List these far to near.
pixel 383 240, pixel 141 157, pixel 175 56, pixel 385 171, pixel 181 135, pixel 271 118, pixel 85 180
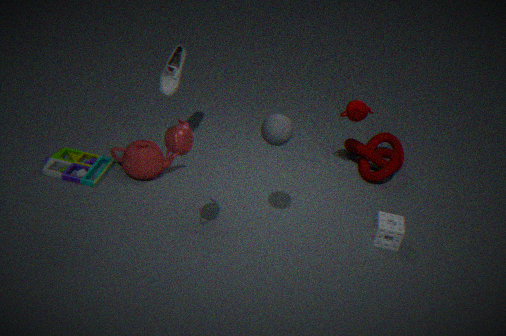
pixel 385 171
pixel 175 56
pixel 141 157
pixel 85 180
pixel 383 240
pixel 271 118
pixel 181 135
